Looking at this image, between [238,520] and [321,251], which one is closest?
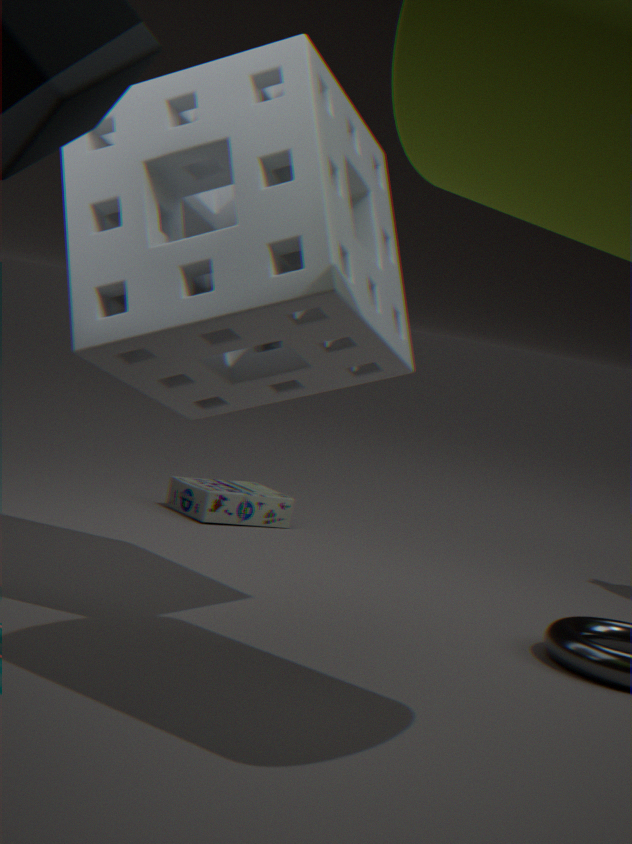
[321,251]
